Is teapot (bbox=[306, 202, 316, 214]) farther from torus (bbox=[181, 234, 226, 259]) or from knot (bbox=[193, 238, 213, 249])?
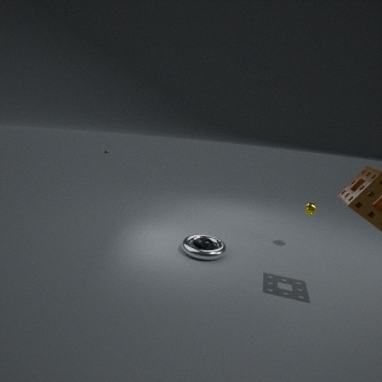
knot (bbox=[193, 238, 213, 249])
